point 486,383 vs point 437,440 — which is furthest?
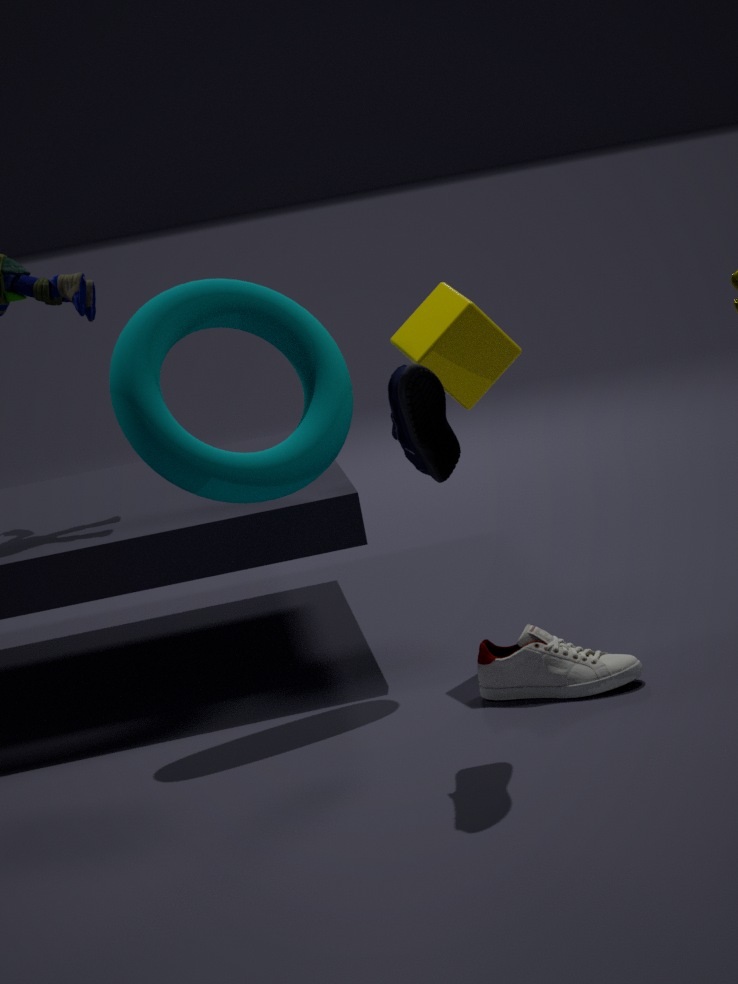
point 486,383
